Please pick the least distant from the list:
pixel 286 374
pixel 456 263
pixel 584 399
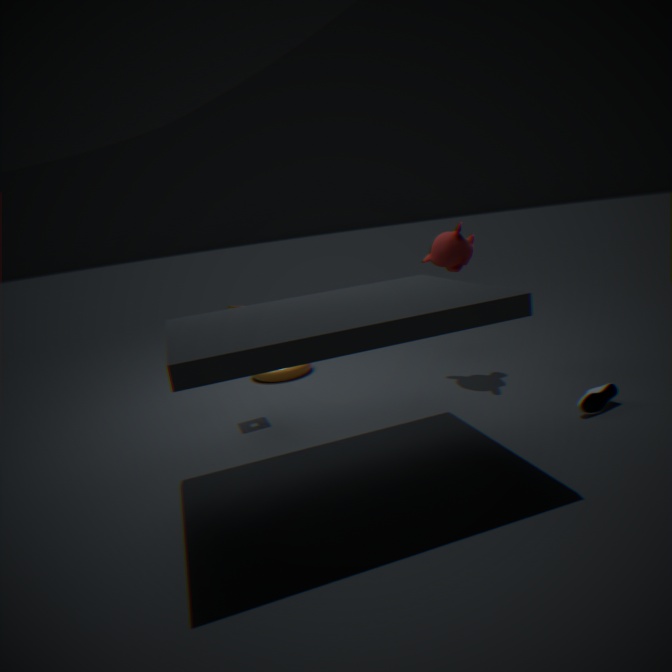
pixel 584 399
